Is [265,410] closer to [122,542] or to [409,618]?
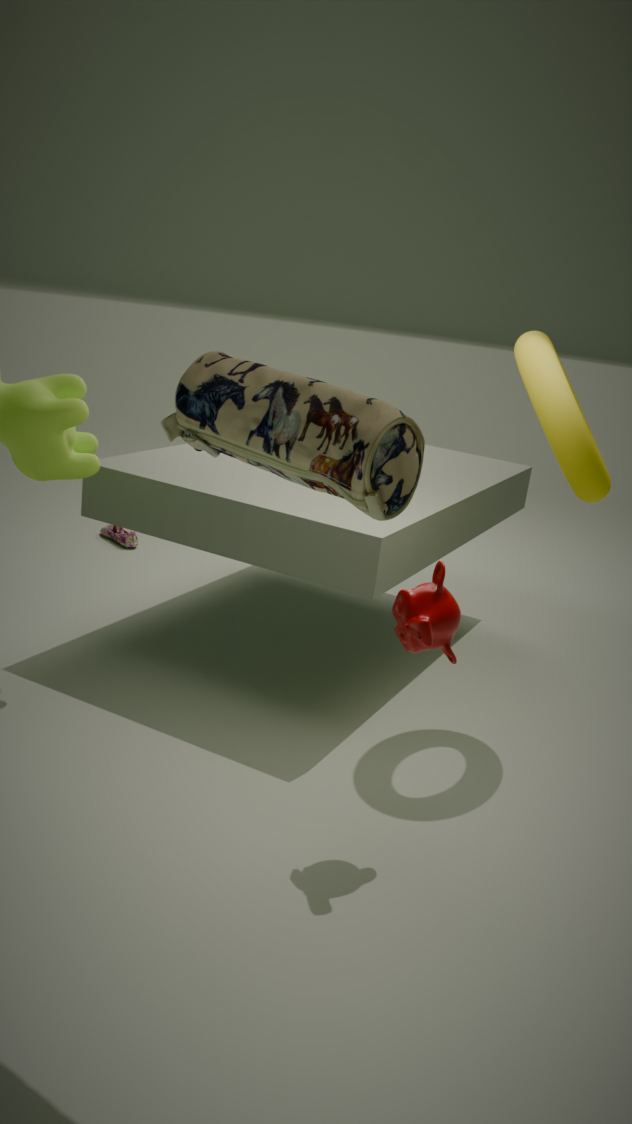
[409,618]
